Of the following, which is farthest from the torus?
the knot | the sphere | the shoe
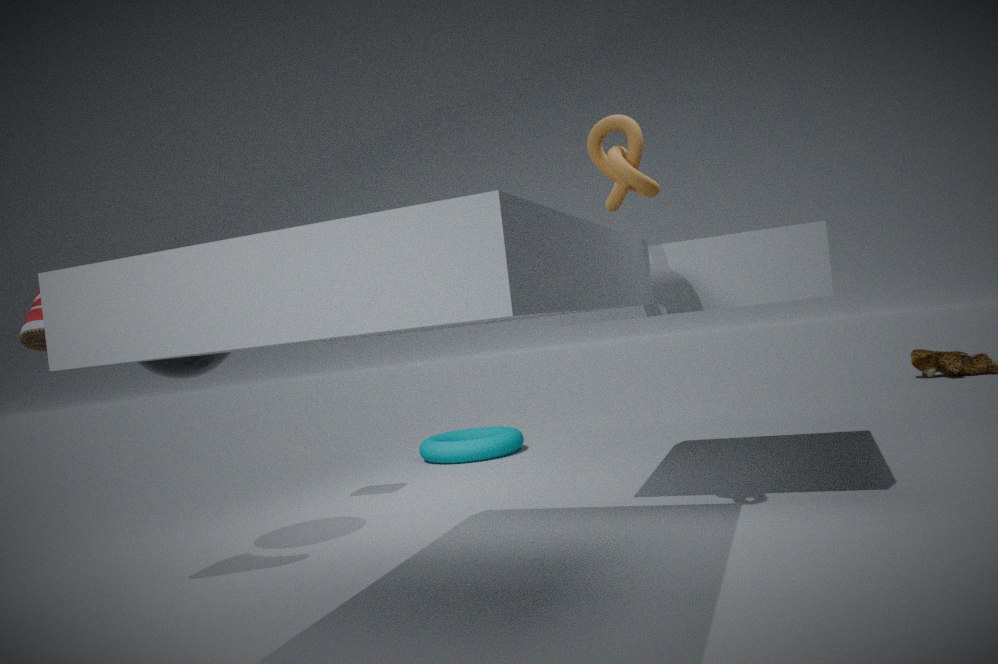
the shoe
